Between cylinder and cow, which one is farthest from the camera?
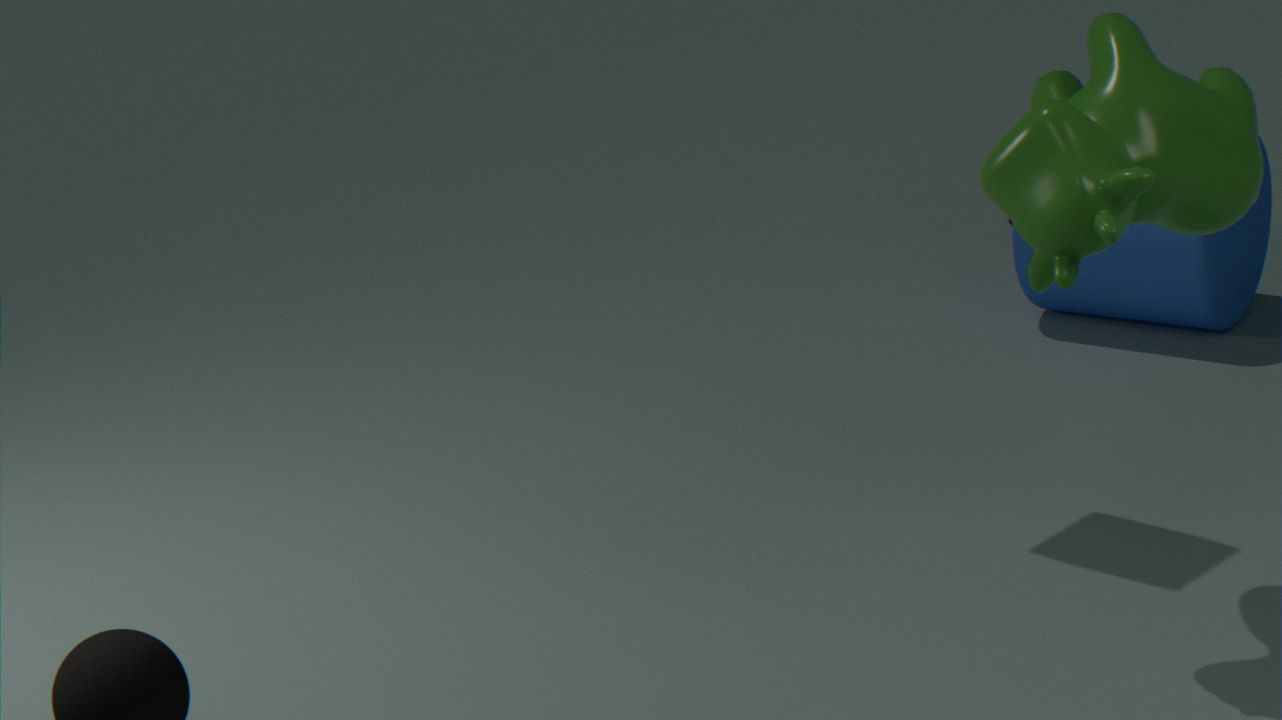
cylinder
